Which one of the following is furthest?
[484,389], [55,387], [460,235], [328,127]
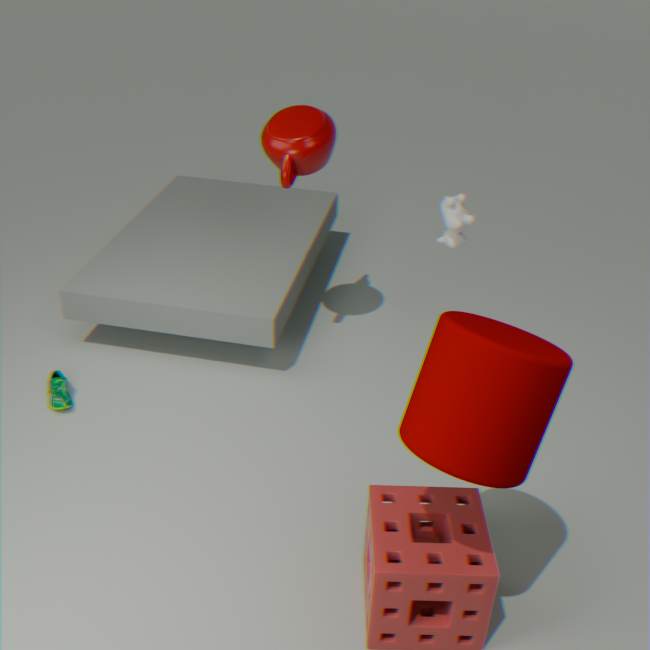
[55,387]
